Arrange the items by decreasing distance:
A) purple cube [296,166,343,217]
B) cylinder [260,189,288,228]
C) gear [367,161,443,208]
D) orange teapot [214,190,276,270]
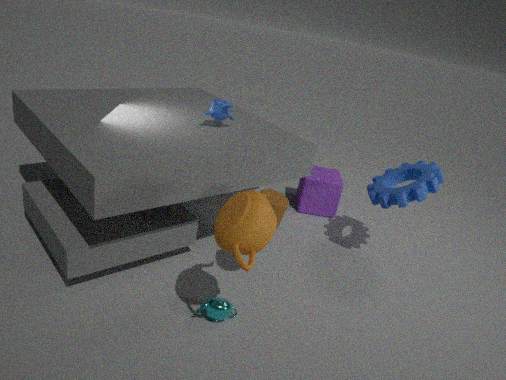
purple cube [296,166,343,217] → gear [367,161,443,208] → cylinder [260,189,288,228] → orange teapot [214,190,276,270]
